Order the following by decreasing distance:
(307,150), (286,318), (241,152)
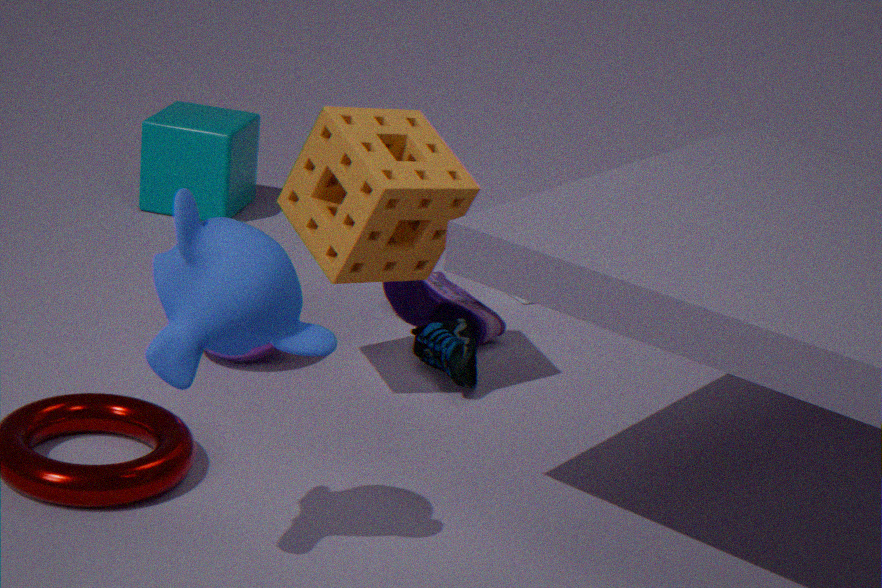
(241,152) → (307,150) → (286,318)
